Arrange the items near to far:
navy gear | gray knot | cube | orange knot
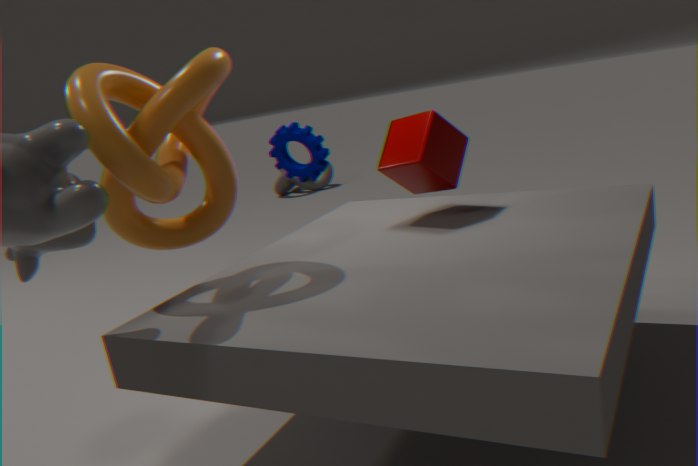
orange knot, cube, navy gear, gray knot
